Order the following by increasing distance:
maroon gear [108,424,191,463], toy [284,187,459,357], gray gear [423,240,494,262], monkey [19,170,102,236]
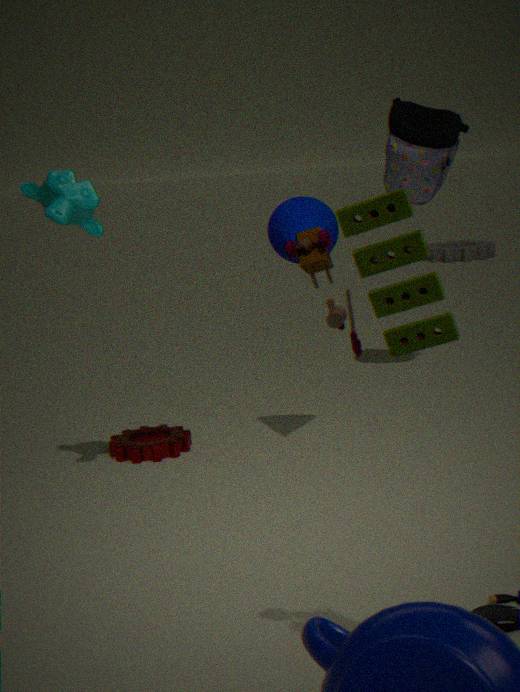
toy [284,187,459,357], monkey [19,170,102,236], maroon gear [108,424,191,463], gray gear [423,240,494,262]
